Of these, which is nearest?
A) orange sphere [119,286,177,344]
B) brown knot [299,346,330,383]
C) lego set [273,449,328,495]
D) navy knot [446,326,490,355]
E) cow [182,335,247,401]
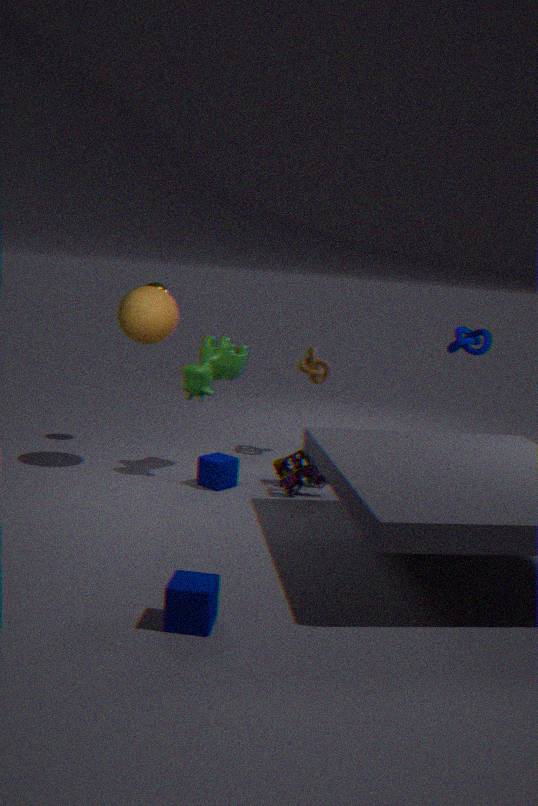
lego set [273,449,328,495]
